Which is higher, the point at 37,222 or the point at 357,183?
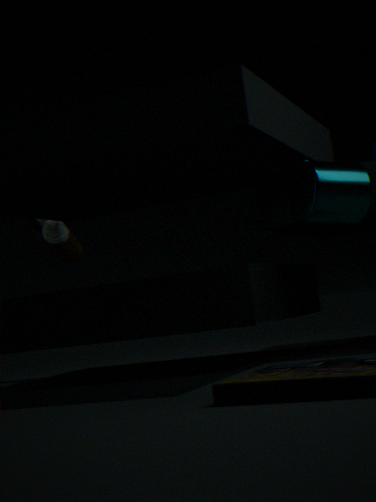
the point at 37,222
